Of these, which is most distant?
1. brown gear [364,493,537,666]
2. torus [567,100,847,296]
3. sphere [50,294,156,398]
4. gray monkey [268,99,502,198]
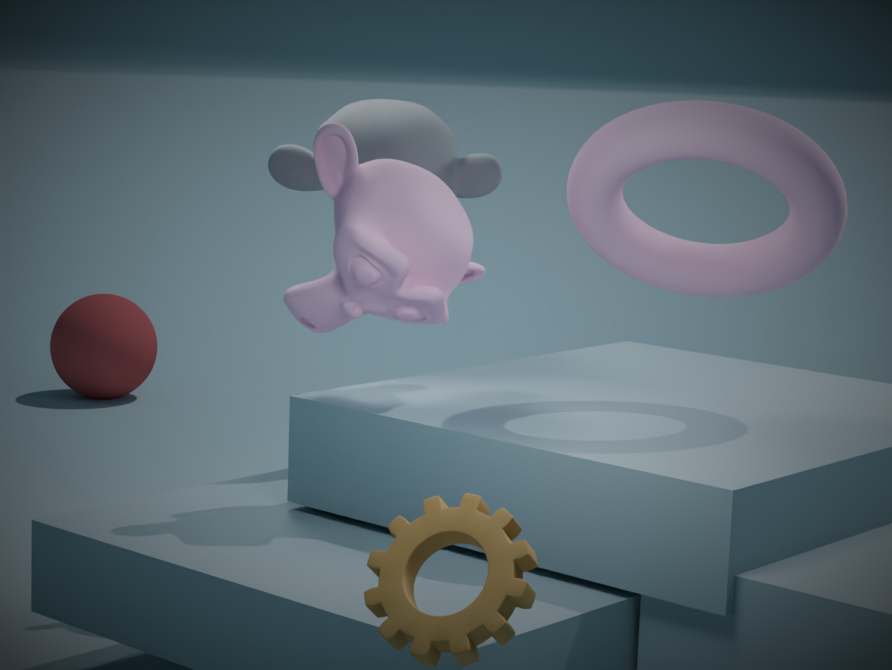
sphere [50,294,156,398]
